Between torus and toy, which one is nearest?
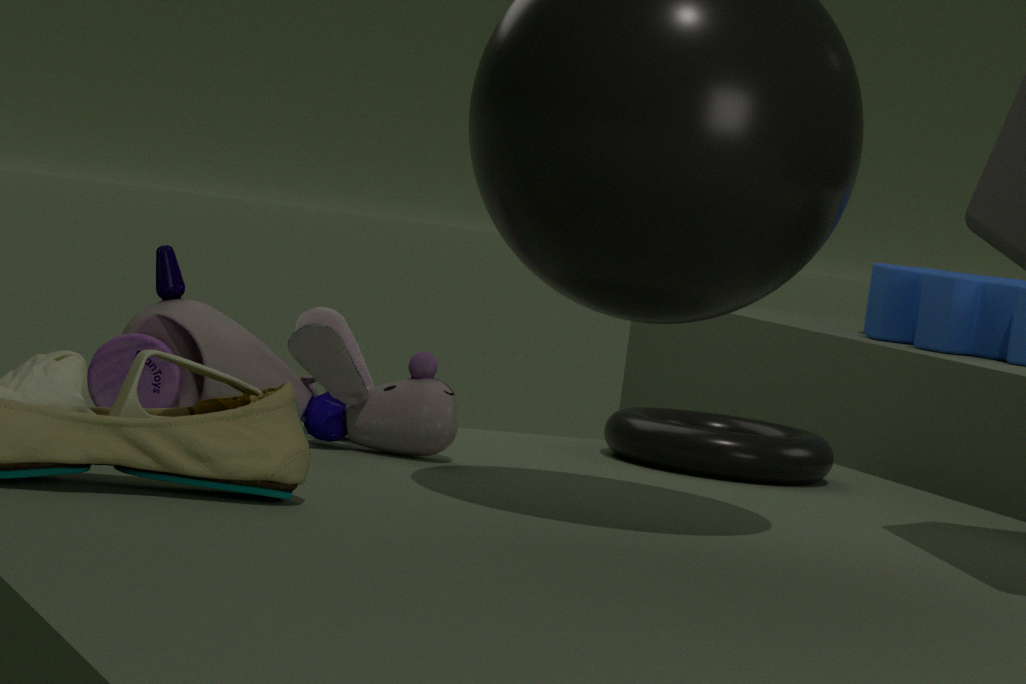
toy
